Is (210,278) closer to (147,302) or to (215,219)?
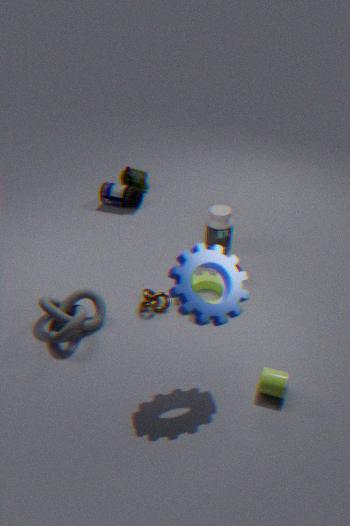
(147,302)
